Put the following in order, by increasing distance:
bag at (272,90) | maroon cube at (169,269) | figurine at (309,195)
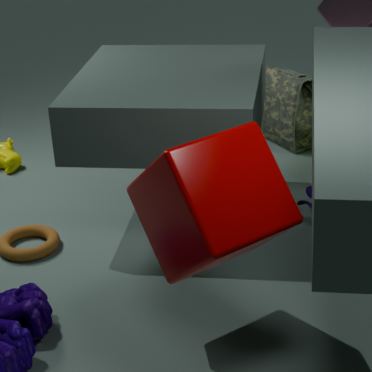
maroon cube at (169,269)
figurine at (309,195)
bag at (272,90)
